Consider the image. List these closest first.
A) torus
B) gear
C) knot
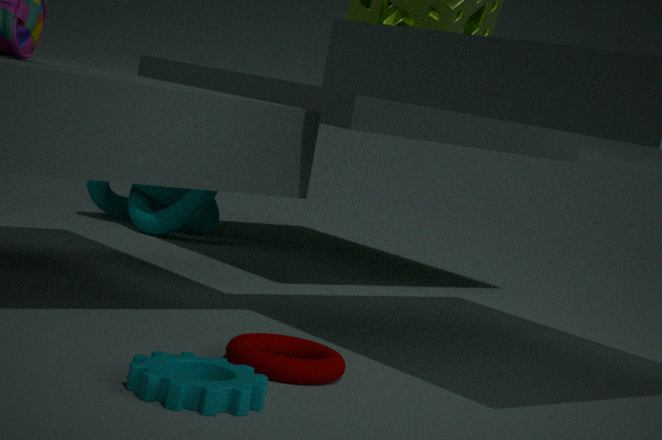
gear, torus, knot
